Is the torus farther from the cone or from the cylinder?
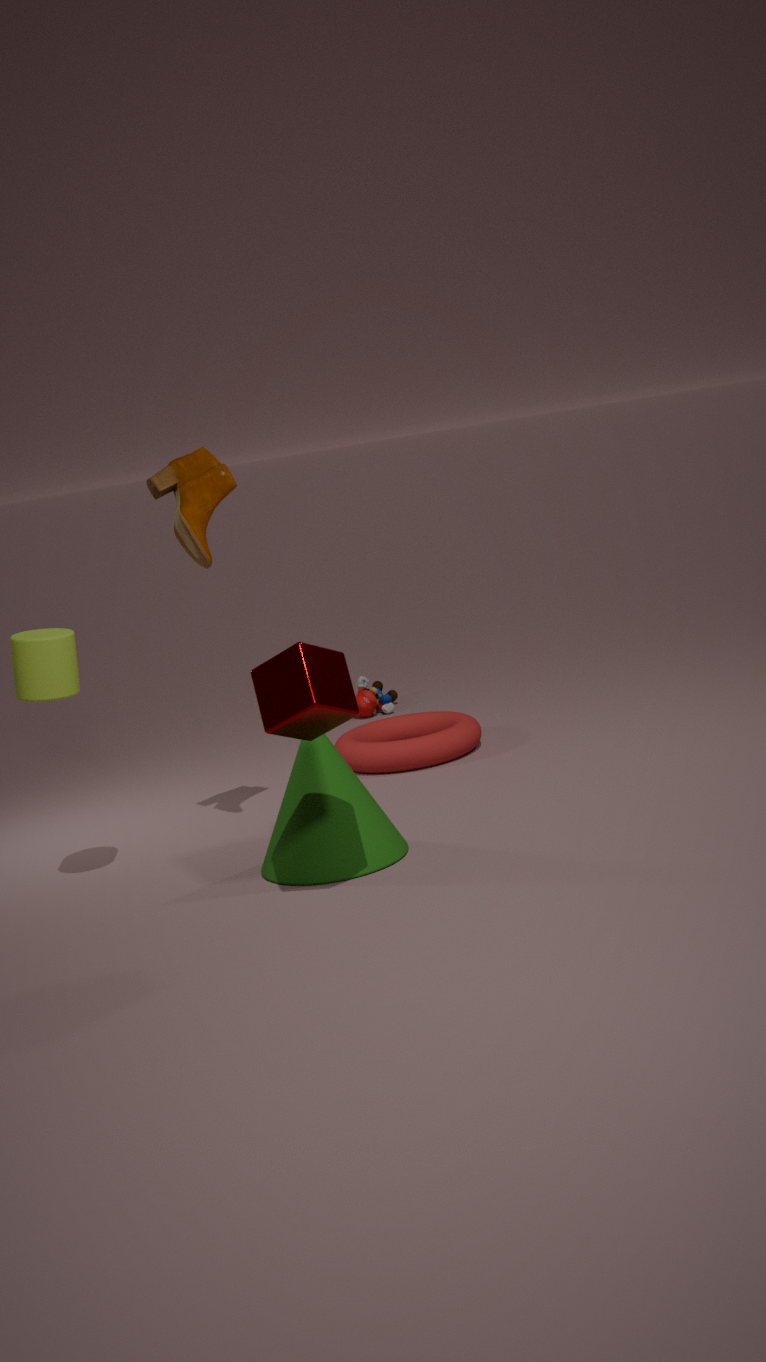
the cylinder
